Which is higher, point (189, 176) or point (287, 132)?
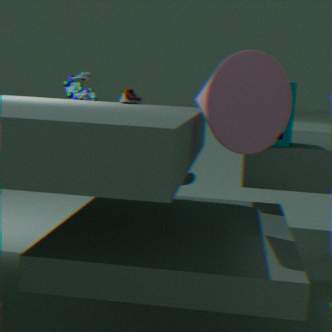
point (287, 132)
